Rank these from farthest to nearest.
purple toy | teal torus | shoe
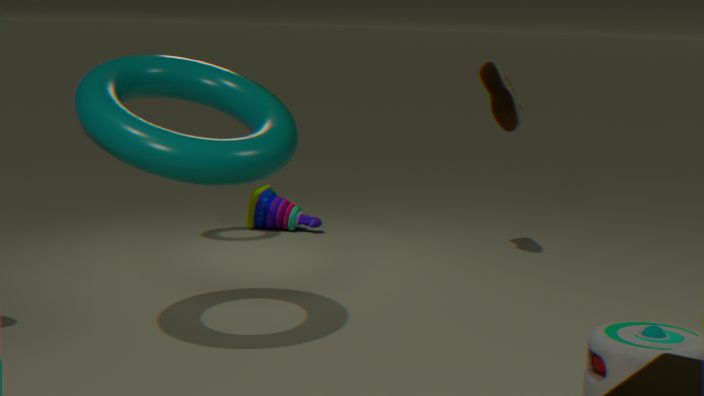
purple toy
shoe
teal torus
